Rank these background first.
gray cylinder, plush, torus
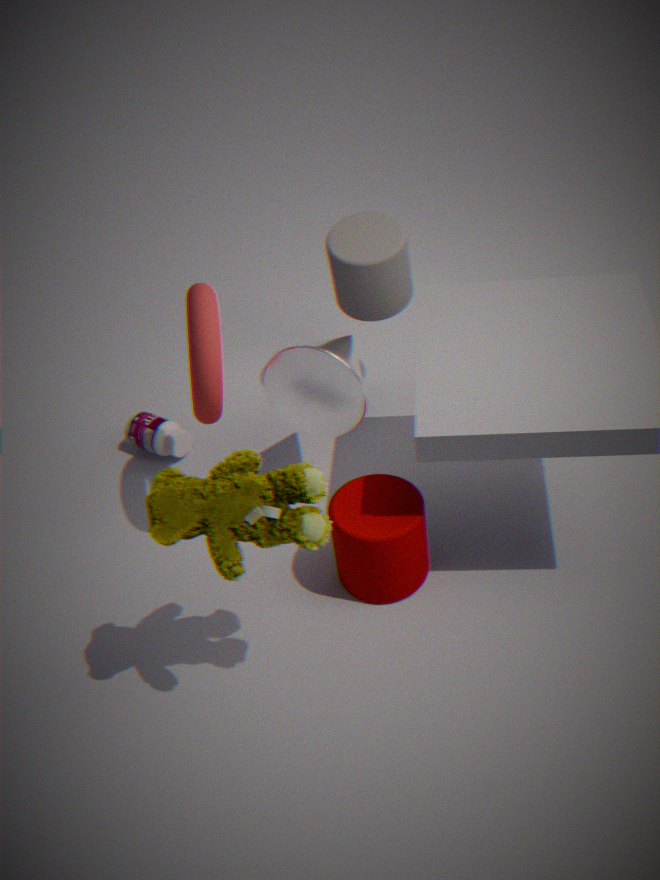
gray cylinder, torus, plush
